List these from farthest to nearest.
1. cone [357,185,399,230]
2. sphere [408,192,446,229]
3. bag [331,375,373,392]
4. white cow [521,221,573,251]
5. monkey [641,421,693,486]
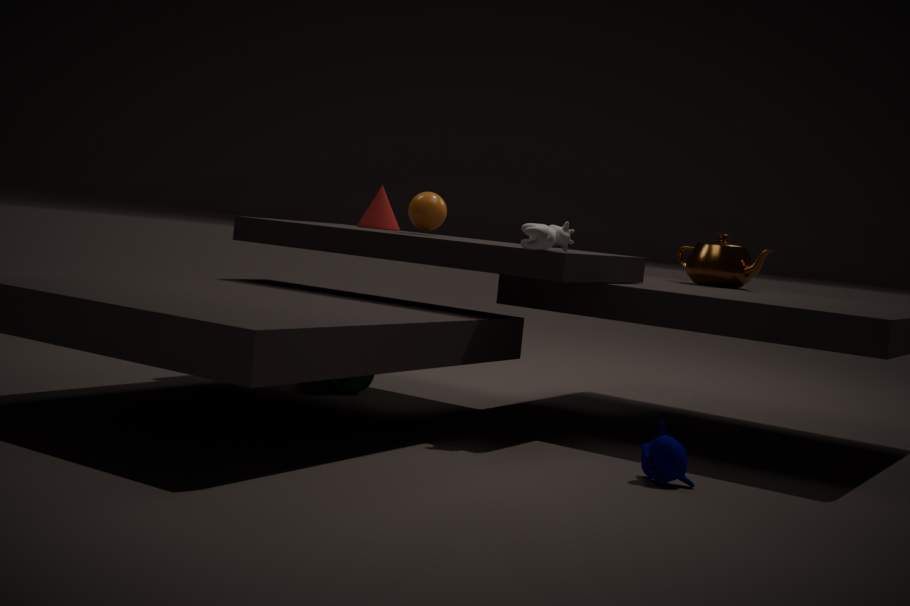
cone [357,185,399,230], bag [331,375,373,392], sphere [408,192,446,229], white cow [521,221,573,251], monkey [641,421,693,486]
